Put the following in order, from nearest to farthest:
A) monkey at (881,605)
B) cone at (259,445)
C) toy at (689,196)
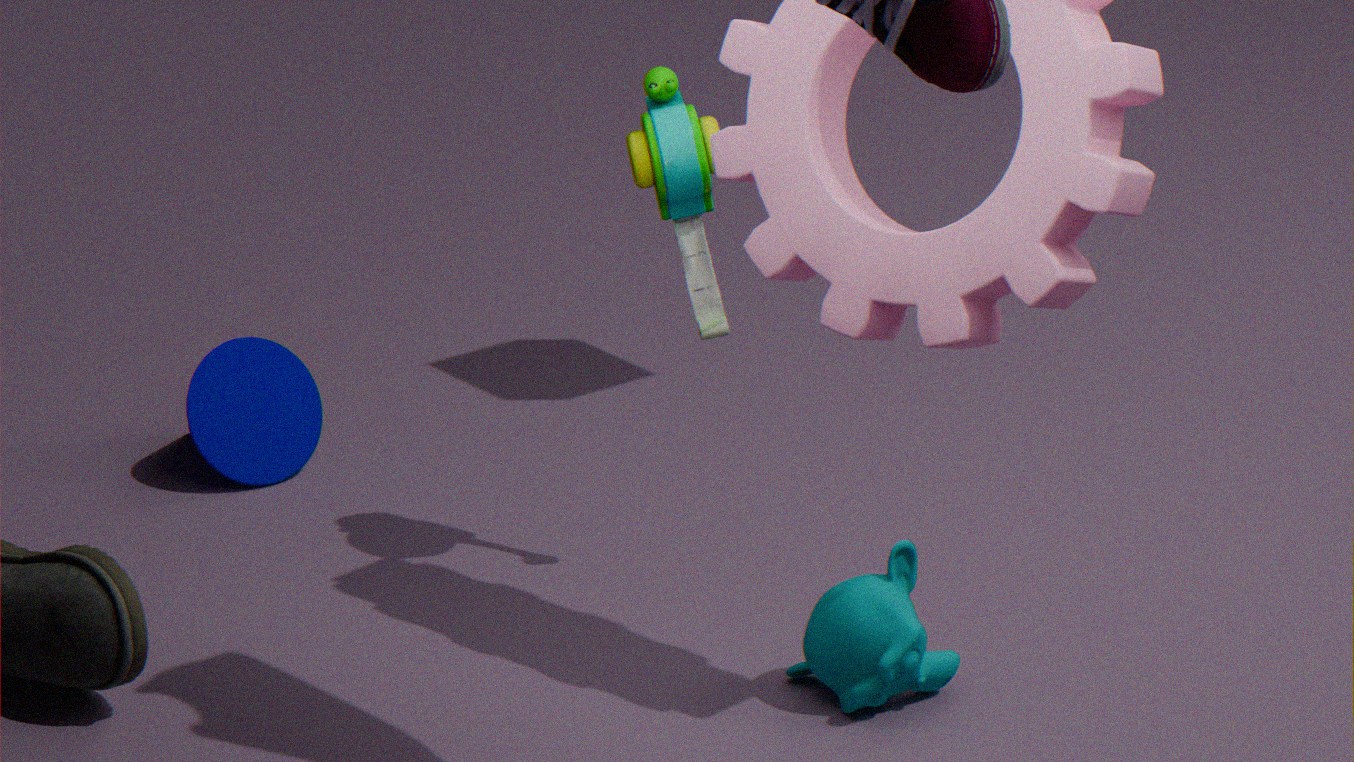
monkey at (881,605)
toy at (689,196)
cone at (259,445)
